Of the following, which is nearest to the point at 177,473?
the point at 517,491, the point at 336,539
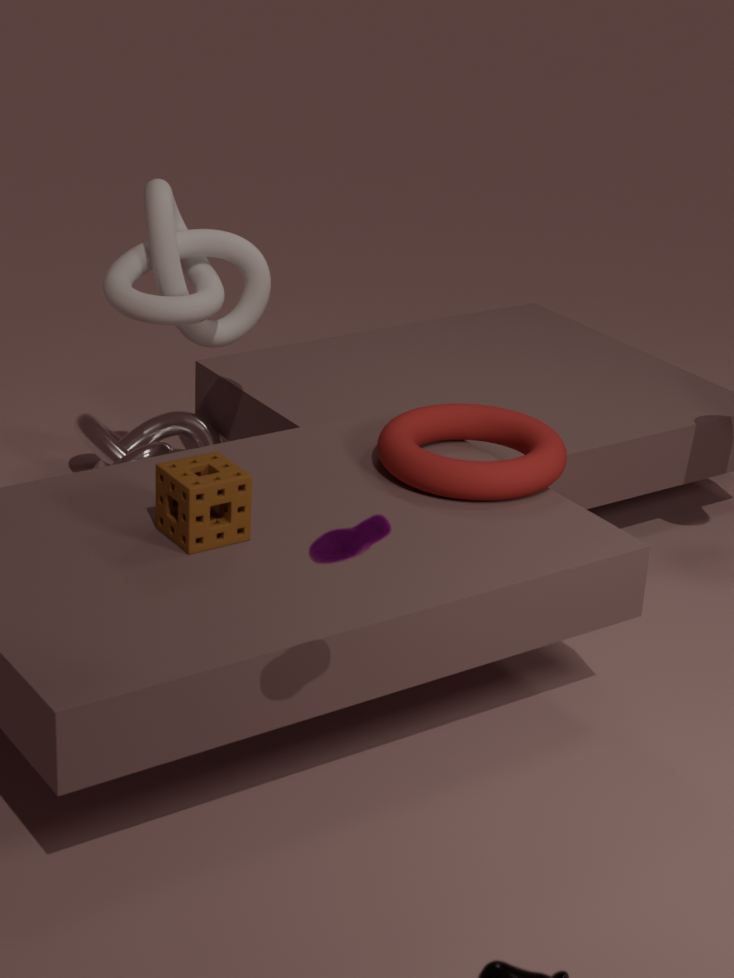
the point at 517,491
